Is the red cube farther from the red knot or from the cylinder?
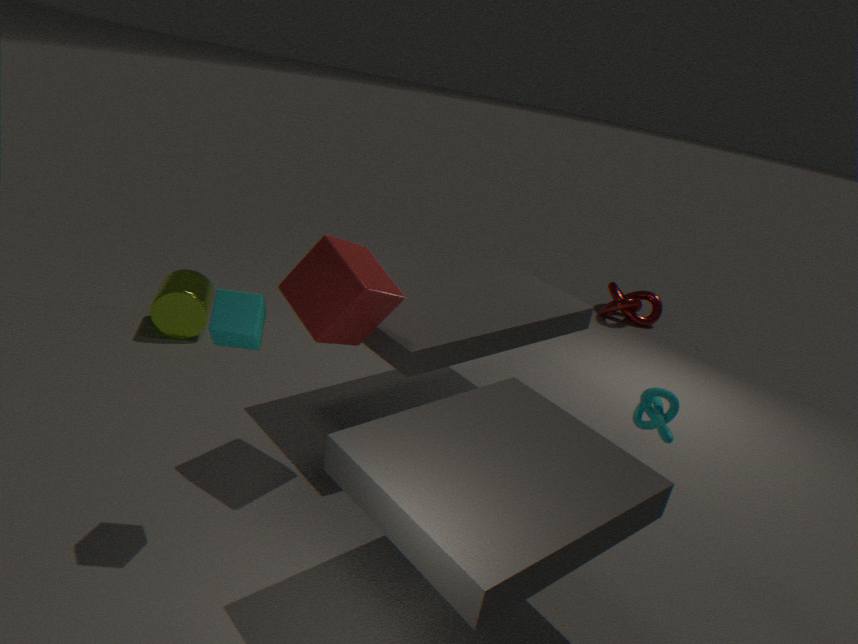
the red knot
